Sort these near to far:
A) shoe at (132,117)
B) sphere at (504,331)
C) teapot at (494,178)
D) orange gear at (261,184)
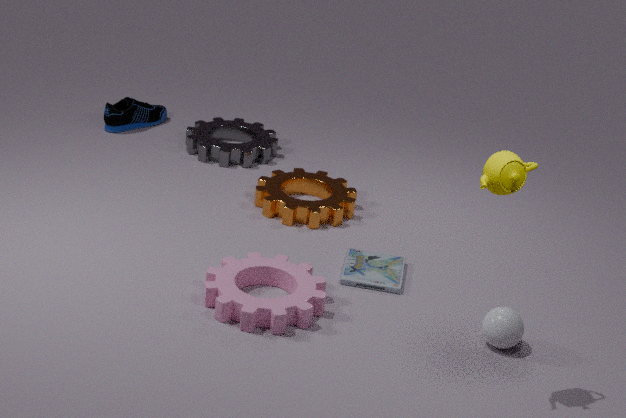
teapot at (494,178), sphere at (504,331), orange gear at (261,184), shoe at (132,117)
